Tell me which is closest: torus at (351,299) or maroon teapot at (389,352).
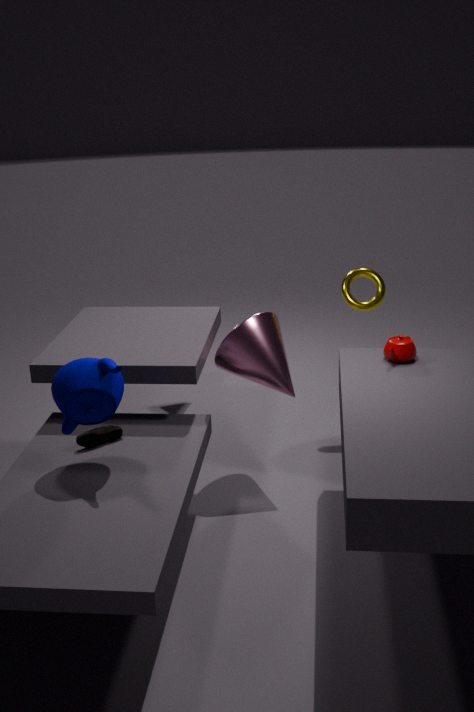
maroon teapot at (389,352)
